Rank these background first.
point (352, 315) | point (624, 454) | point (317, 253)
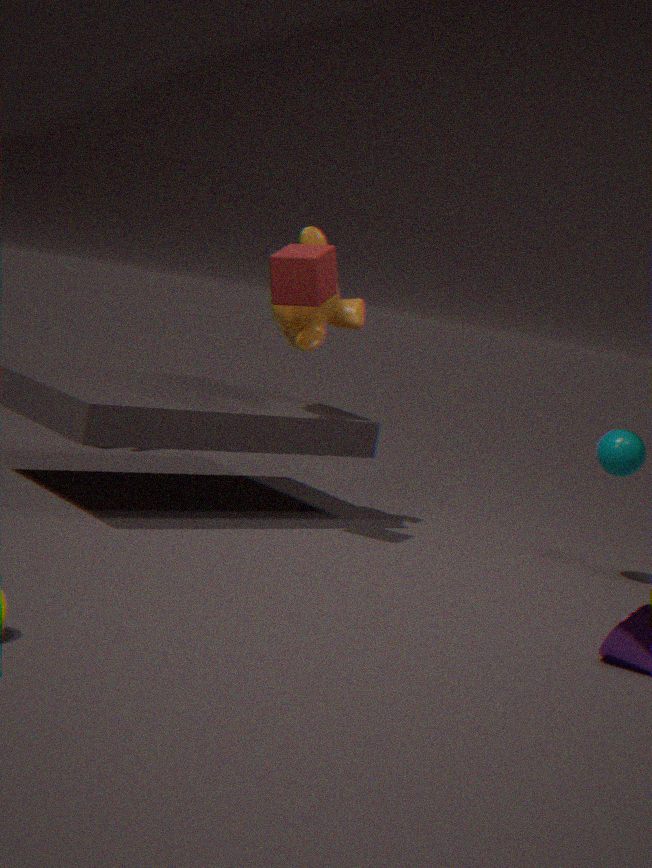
point (352, 315)
point (624, 454)
point (317, 253)
